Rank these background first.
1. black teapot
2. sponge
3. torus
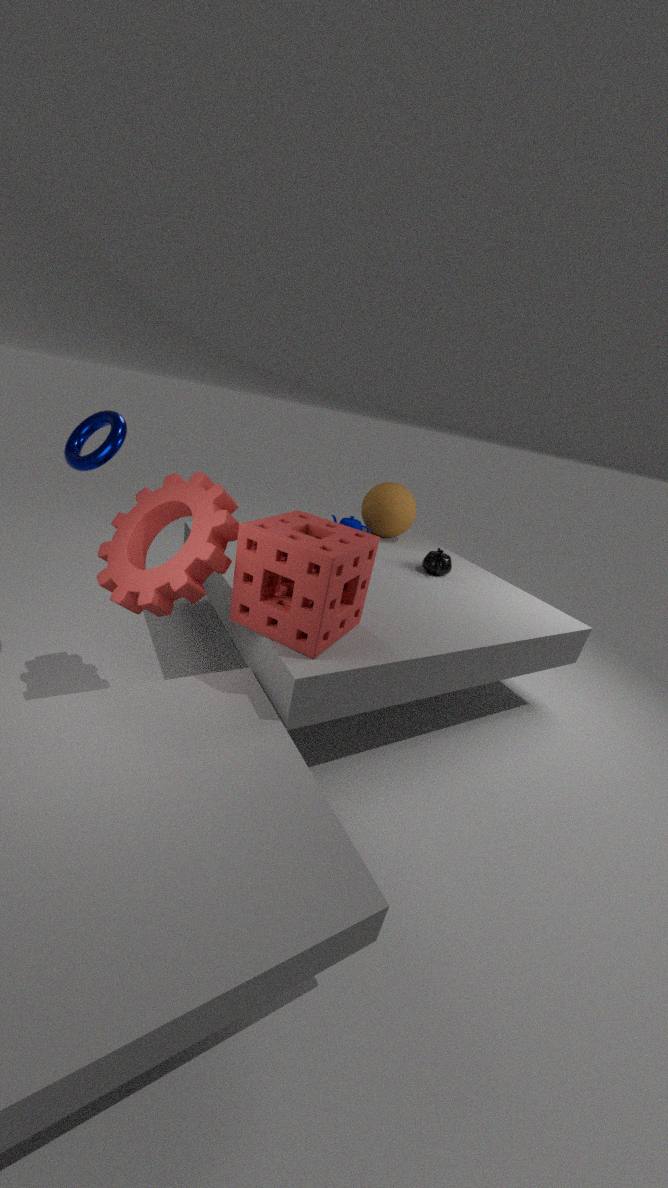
black teapot < torus < sponge
